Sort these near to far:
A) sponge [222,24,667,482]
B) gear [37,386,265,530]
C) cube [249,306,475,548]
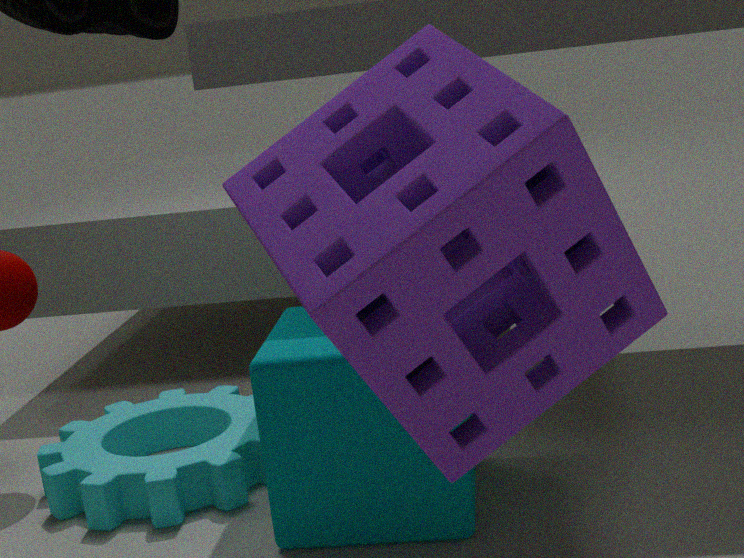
sponge [222,24,667,482] < cube [249,306,475,548] < gear [37,386,265,530]
